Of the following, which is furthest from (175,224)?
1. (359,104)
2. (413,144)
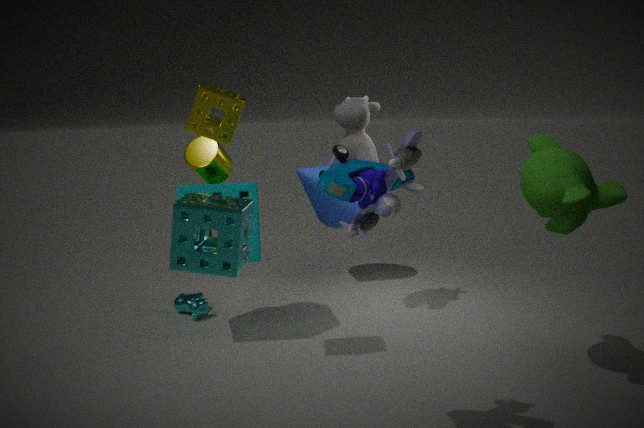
(359,104)
